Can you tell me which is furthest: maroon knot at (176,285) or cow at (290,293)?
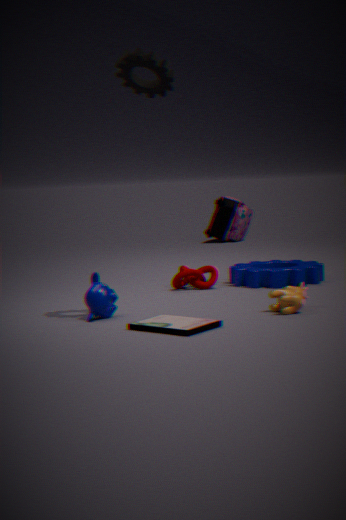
maroon knot at (176,285)
